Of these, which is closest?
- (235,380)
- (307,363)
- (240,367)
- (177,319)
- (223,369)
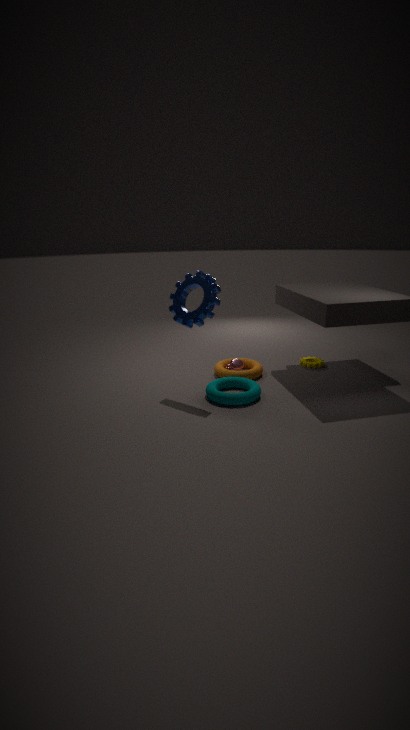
(177,319)
